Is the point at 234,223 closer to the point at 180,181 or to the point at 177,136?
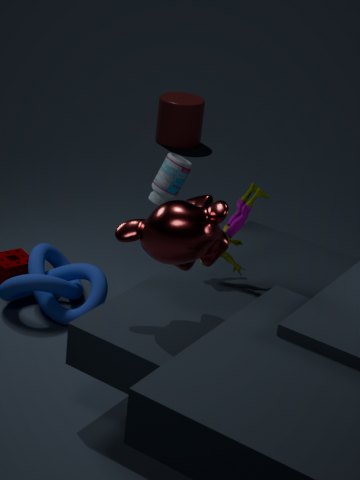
the point at 180,181
